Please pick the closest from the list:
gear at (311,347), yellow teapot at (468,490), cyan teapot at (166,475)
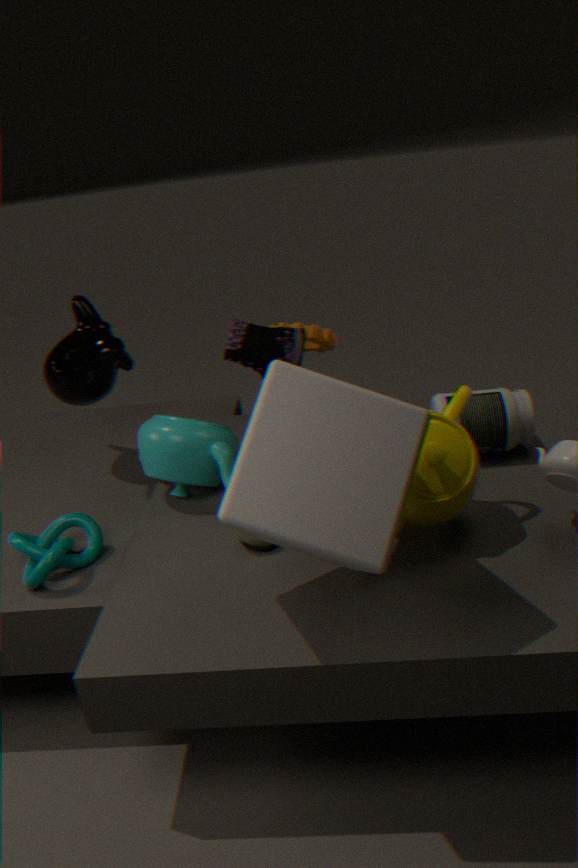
yellow teapot at (468,490)
